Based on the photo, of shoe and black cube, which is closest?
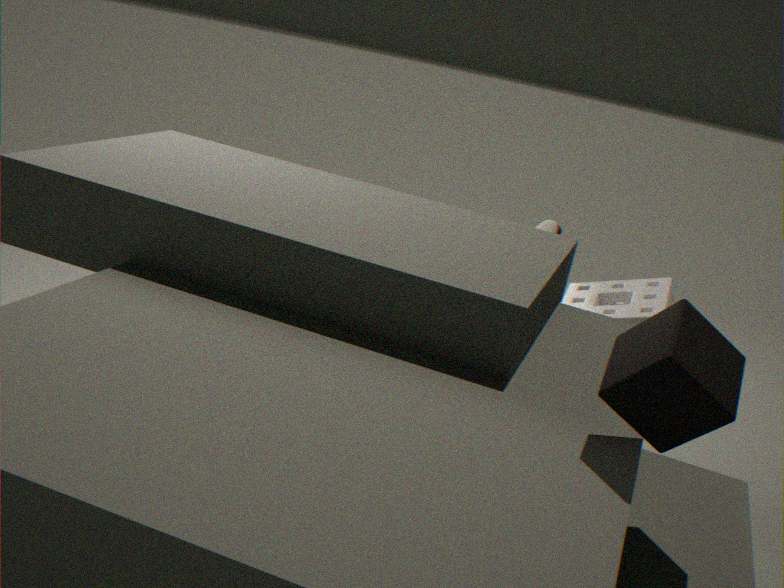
black cube
